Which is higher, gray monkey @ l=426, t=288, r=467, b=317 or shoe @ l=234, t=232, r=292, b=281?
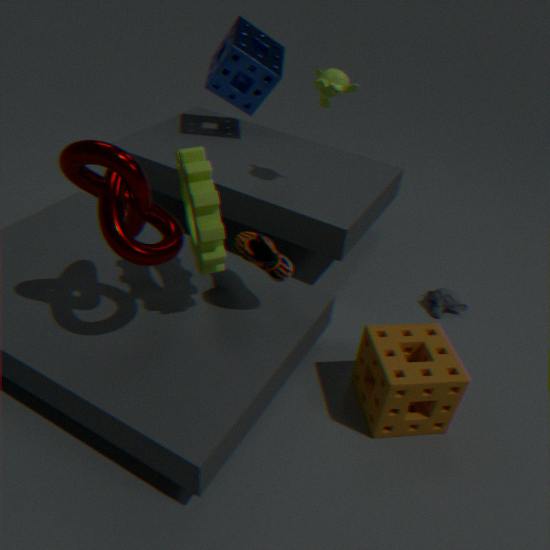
shoe @ l=234, t=232, r=292, b=281
